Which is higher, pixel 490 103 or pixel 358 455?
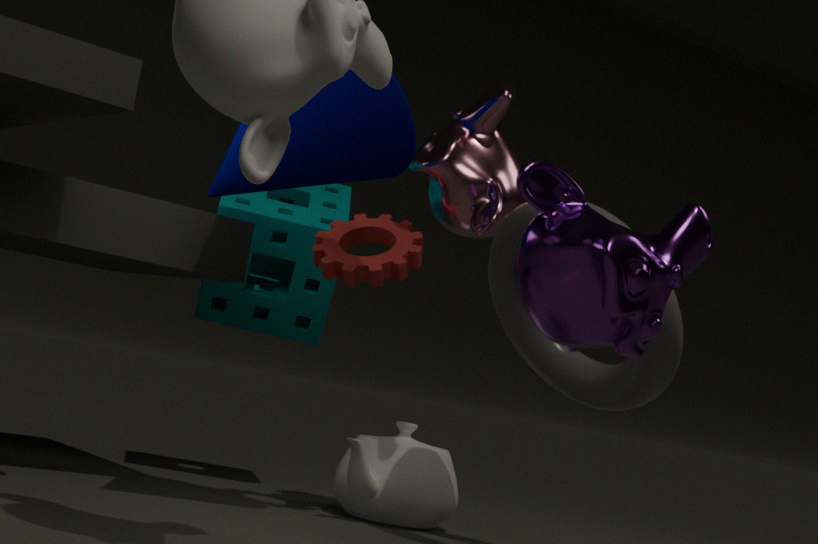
pixel 490 103
